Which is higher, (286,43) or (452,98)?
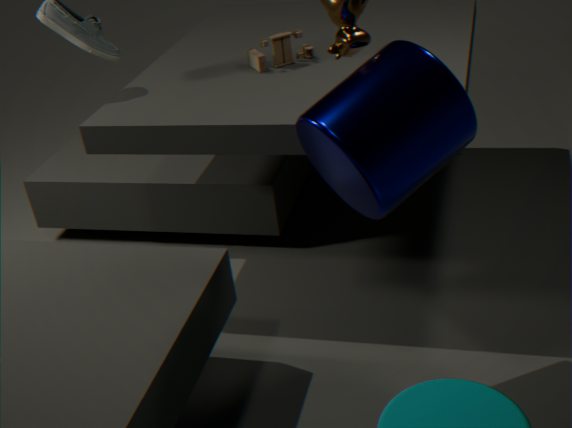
(452,98)
